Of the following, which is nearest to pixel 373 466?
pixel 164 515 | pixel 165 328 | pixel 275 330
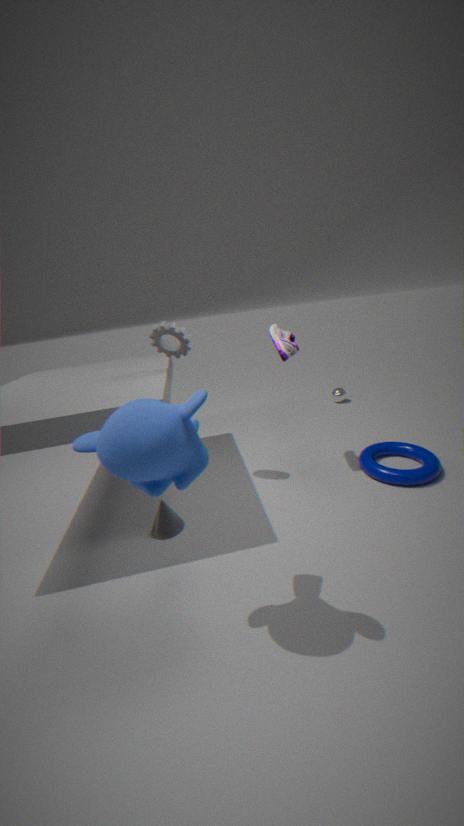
pixel 275 330
